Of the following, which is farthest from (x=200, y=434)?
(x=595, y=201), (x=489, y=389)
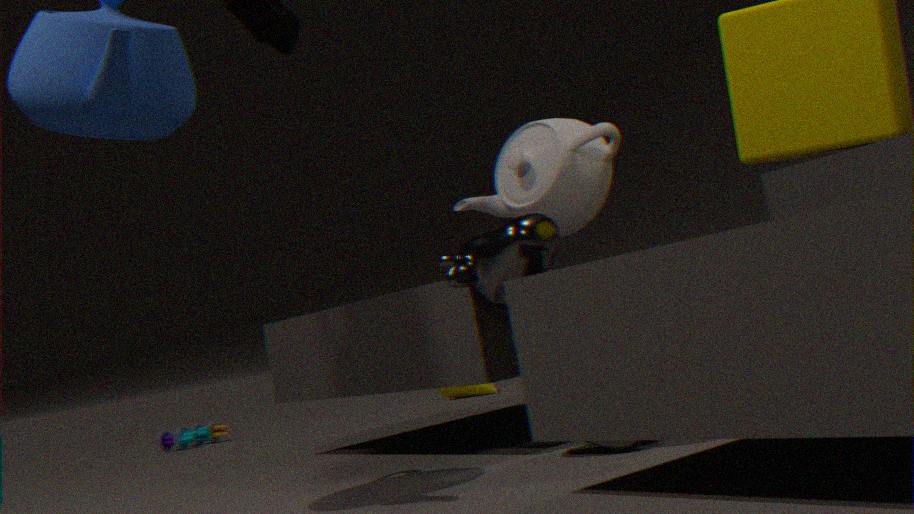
(x=595, y=201)
